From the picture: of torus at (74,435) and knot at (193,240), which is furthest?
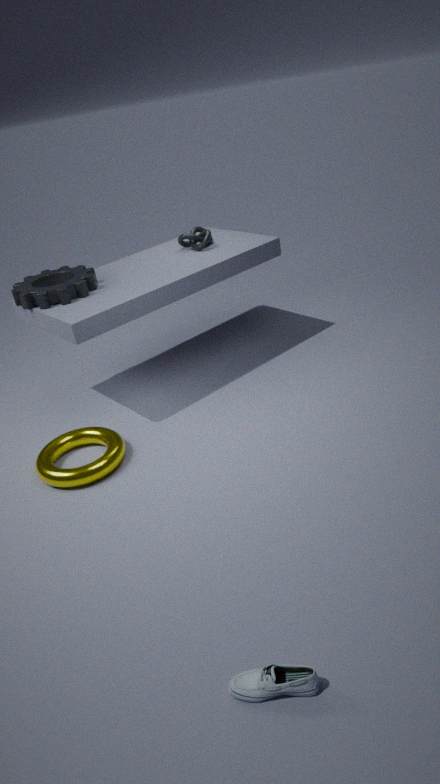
knot at (193,240)
